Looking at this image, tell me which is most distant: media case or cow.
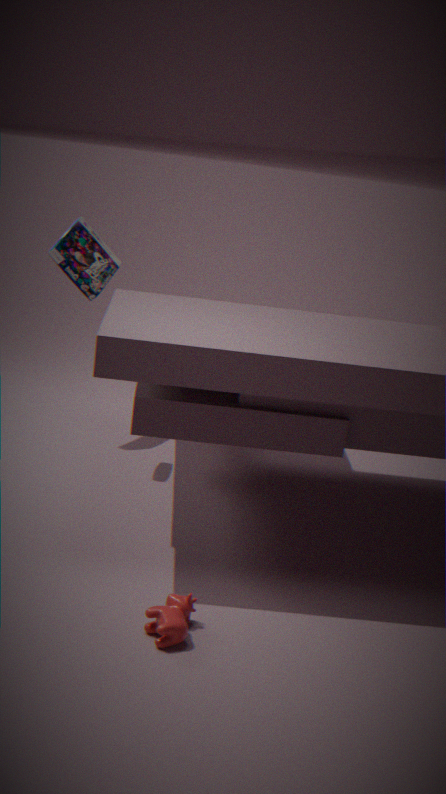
media case
